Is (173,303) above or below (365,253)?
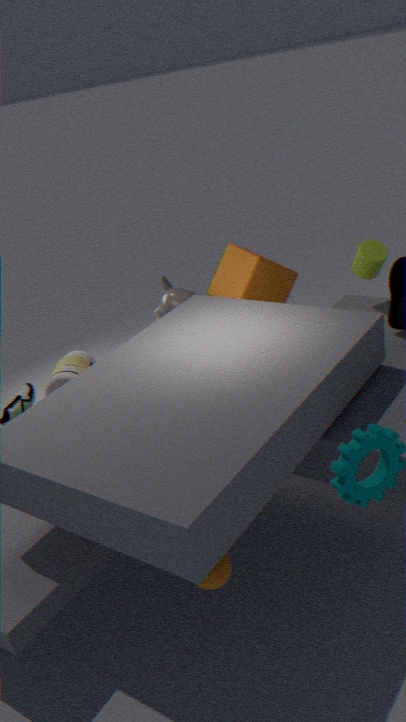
below
